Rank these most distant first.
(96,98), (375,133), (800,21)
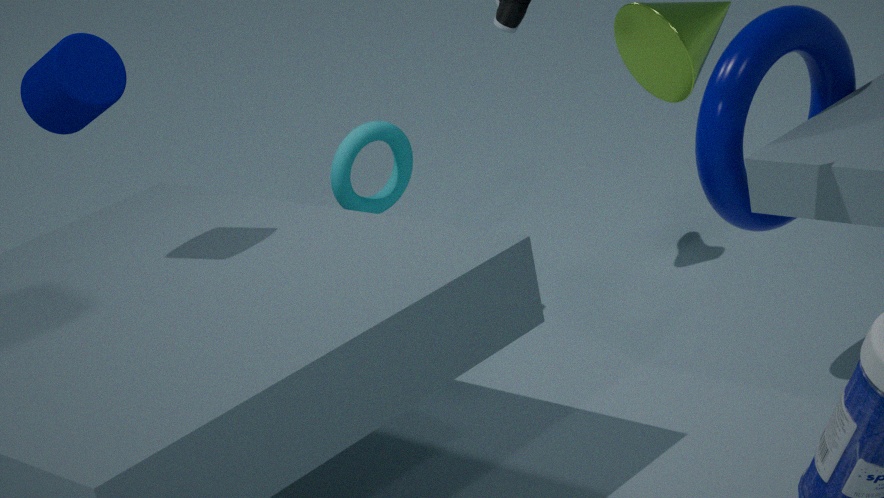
(375,133) → (800,21) → (96,98)
